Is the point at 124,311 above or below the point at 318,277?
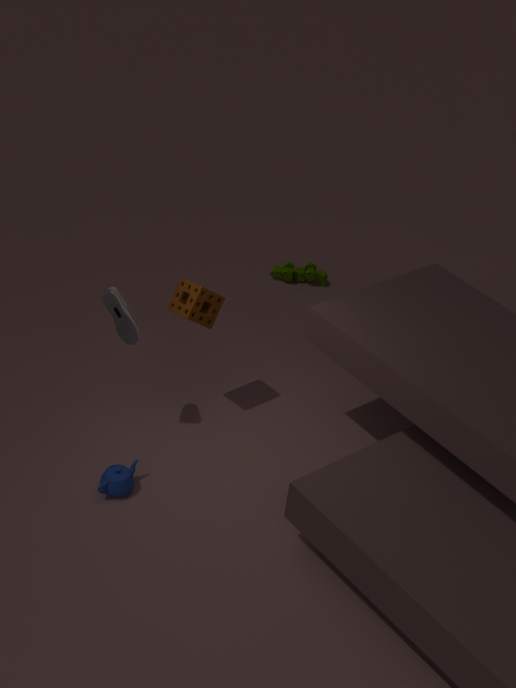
above
